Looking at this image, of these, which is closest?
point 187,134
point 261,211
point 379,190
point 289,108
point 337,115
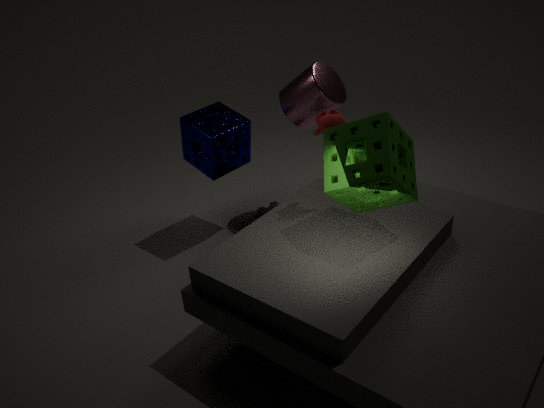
point 379,190
